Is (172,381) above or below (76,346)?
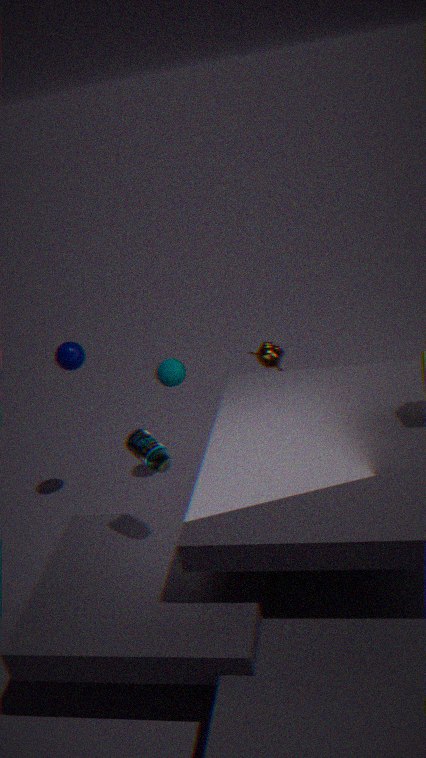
below
